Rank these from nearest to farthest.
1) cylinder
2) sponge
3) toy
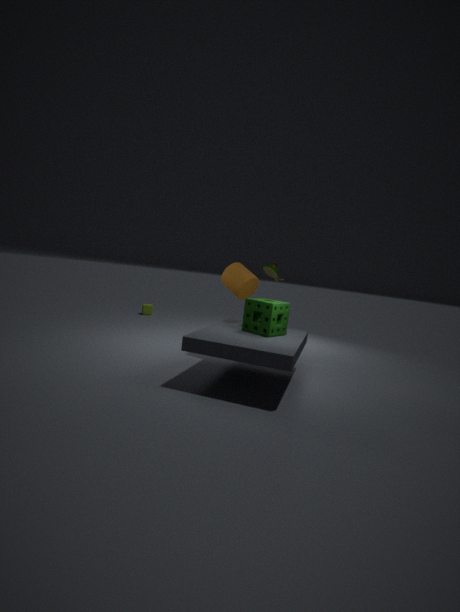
2
3
1
